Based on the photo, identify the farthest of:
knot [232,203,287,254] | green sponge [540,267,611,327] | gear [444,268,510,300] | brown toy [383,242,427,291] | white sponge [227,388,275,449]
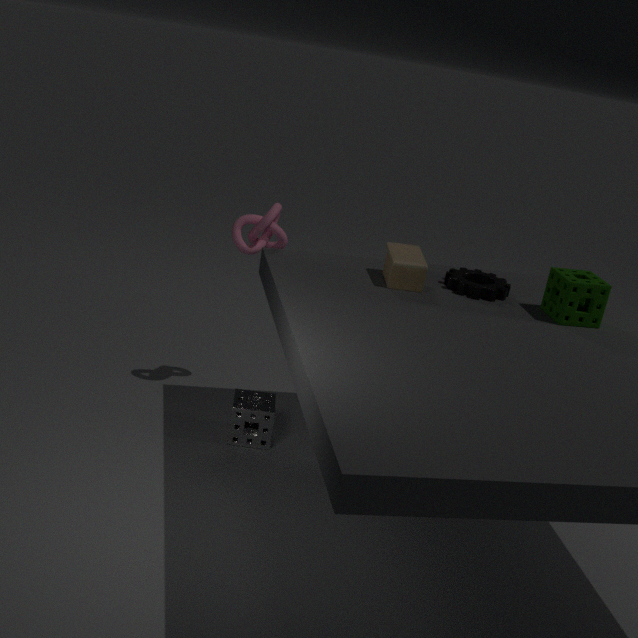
knot [232,203,287,254]
